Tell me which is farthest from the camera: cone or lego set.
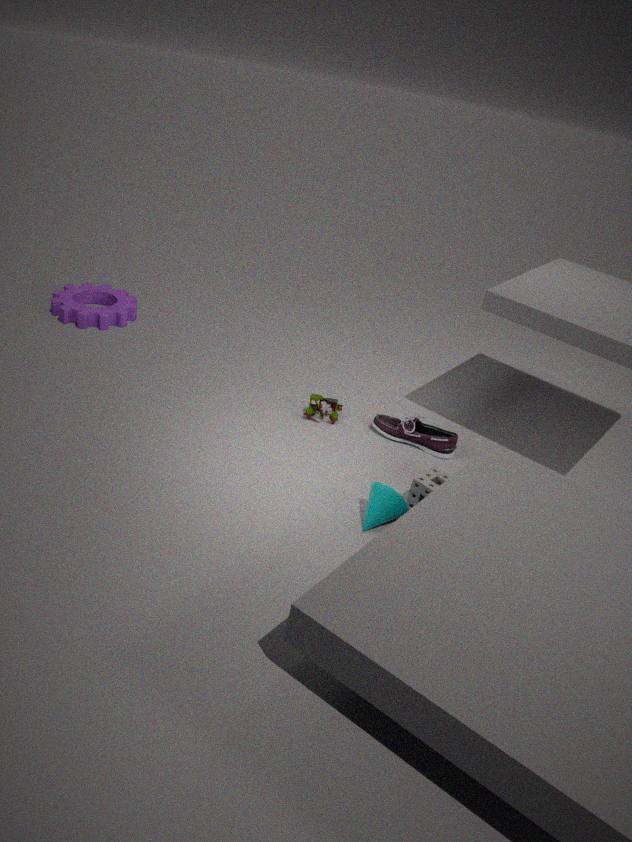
lego set
